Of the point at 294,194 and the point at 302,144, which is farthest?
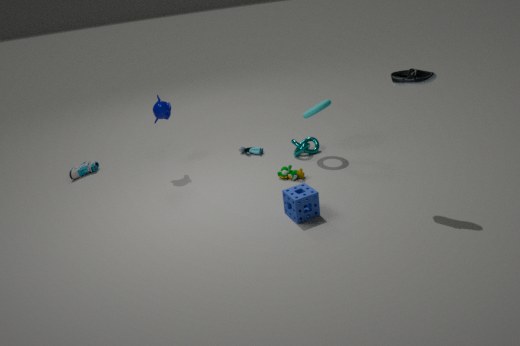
the point at 302,144
